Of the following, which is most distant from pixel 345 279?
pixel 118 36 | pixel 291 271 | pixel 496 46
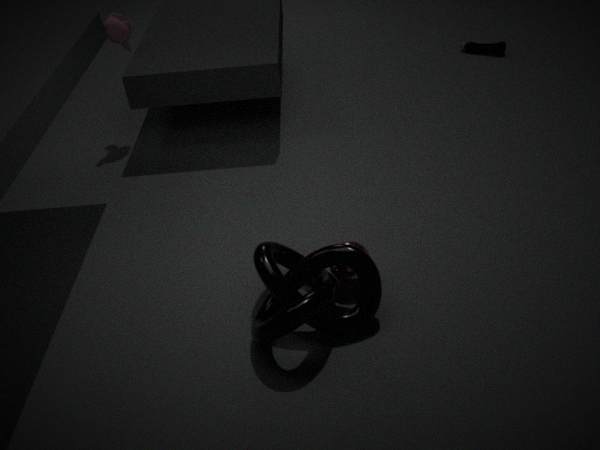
pixel 496 46
